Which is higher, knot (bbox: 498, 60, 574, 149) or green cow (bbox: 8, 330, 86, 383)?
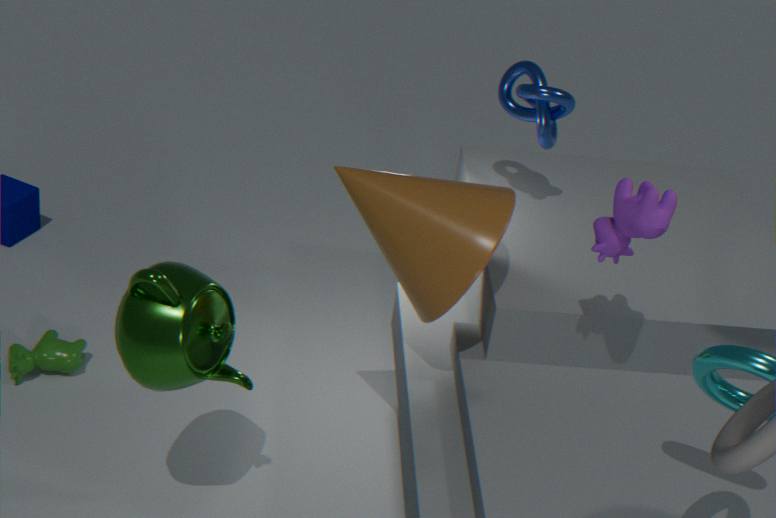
knot (bbox: 498, 60, 574, 149)
